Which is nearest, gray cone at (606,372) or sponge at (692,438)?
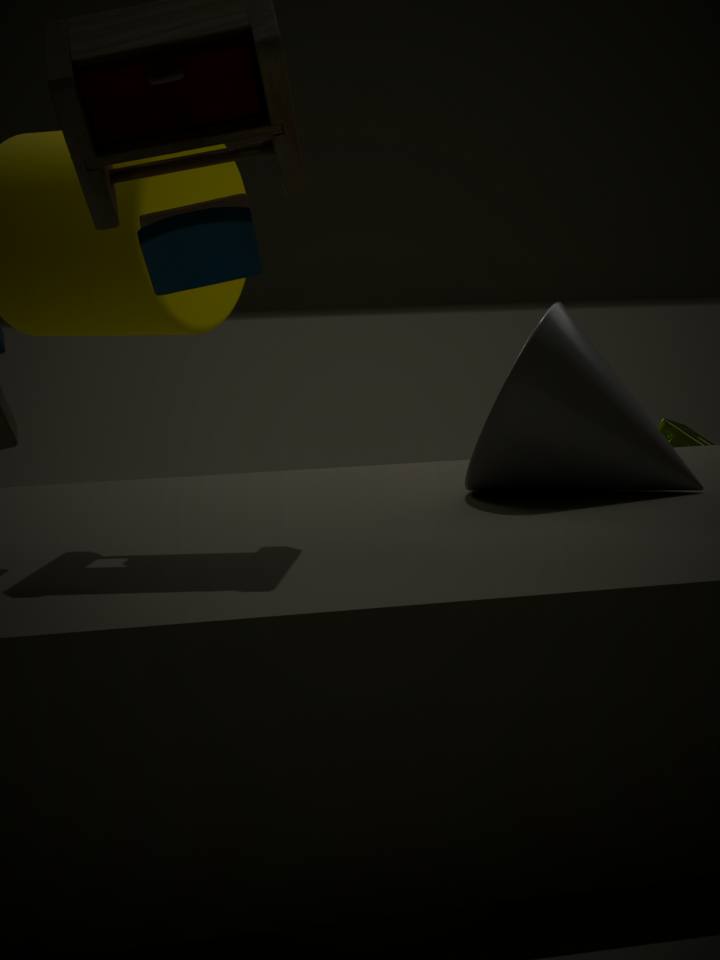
gray cone at (606,372)
